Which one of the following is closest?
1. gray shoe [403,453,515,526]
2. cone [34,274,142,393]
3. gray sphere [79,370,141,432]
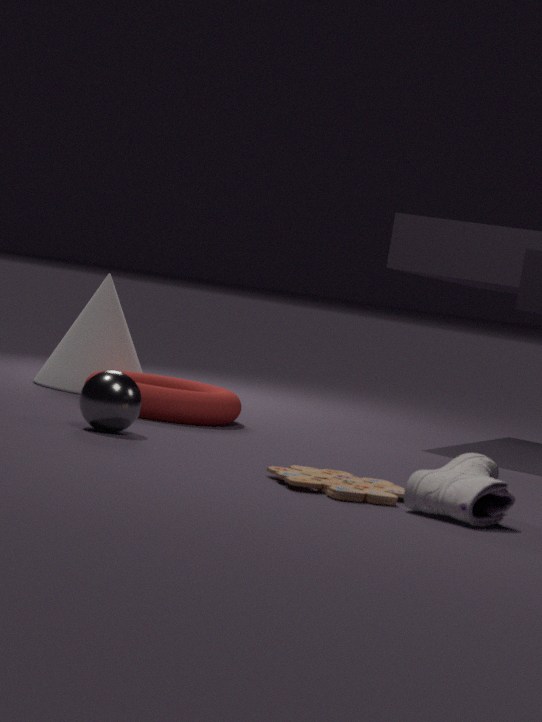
gray shoe [403,453,515,526]
